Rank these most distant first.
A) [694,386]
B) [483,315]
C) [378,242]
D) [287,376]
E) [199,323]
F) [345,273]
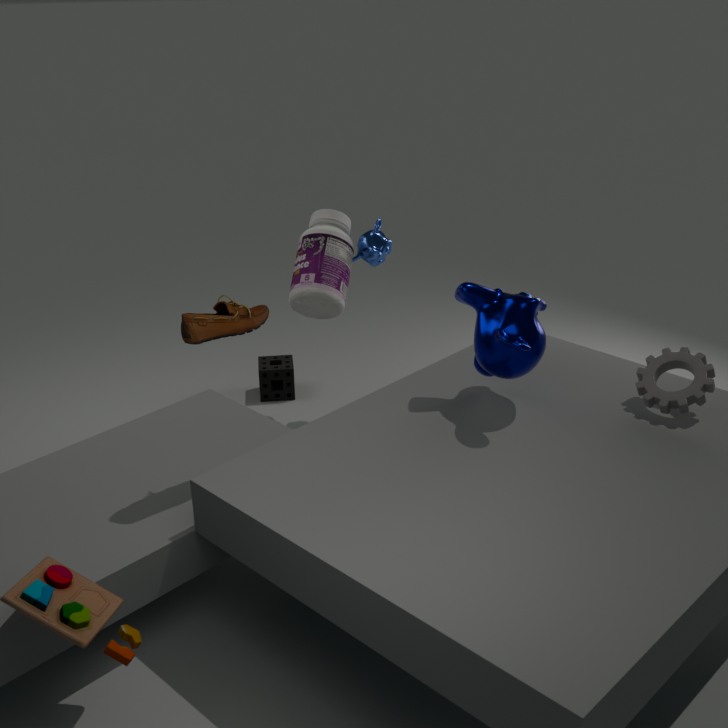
[287,376]
[378,242]
[345,273]
[483,315]
[694,386]
[199,323]
